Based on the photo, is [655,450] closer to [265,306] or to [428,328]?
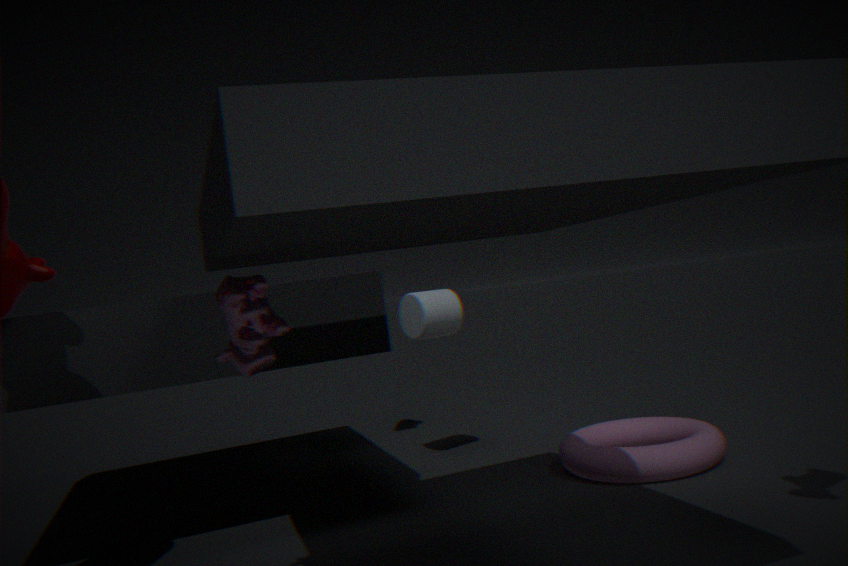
[428,328]
